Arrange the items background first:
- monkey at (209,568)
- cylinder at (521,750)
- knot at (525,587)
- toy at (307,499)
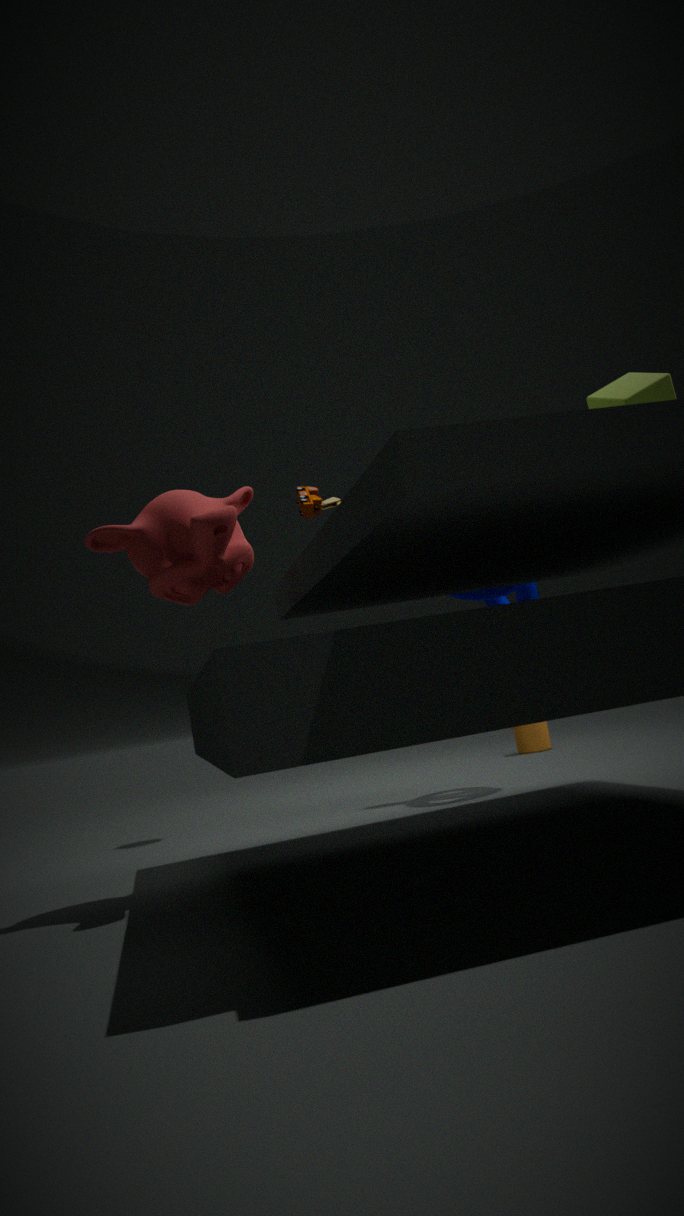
cylinder at (521,750), knot at (525,587), toy at (307,499), monkey at (209,568)
